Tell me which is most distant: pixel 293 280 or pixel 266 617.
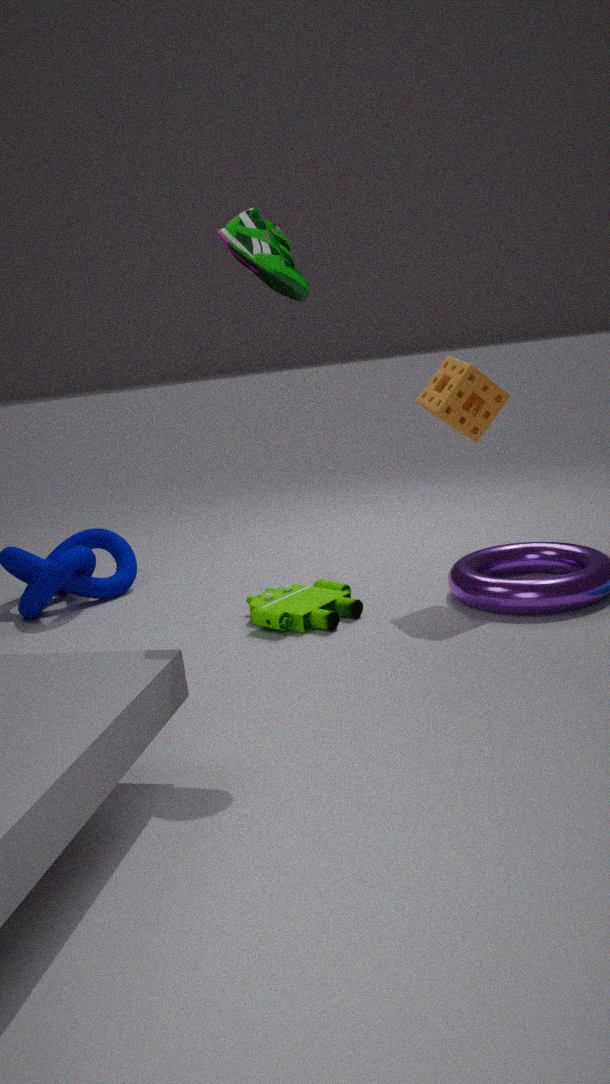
pixel 266 617
